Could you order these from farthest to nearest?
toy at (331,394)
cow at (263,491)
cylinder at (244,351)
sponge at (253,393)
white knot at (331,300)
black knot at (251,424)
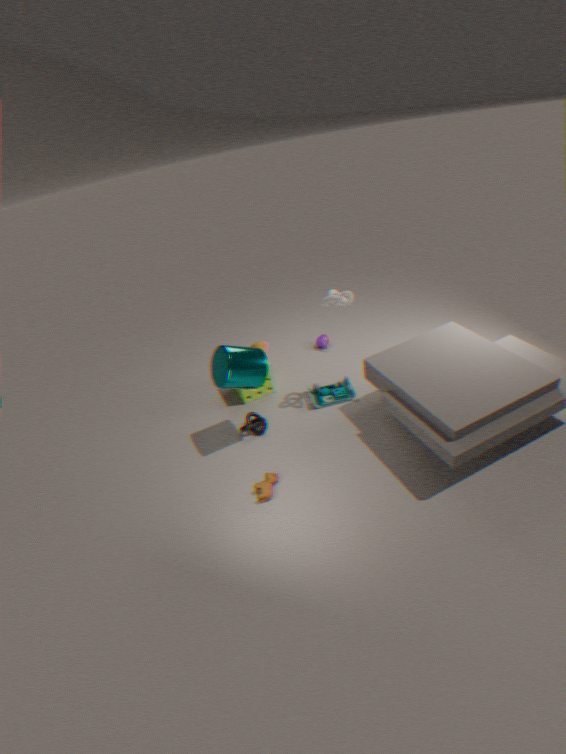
sponge at (253,393)
toy at (331,394)
black knot at (251,424)
white knot at (331,300)
cylinder at (244,351)
cow at (263,491)
